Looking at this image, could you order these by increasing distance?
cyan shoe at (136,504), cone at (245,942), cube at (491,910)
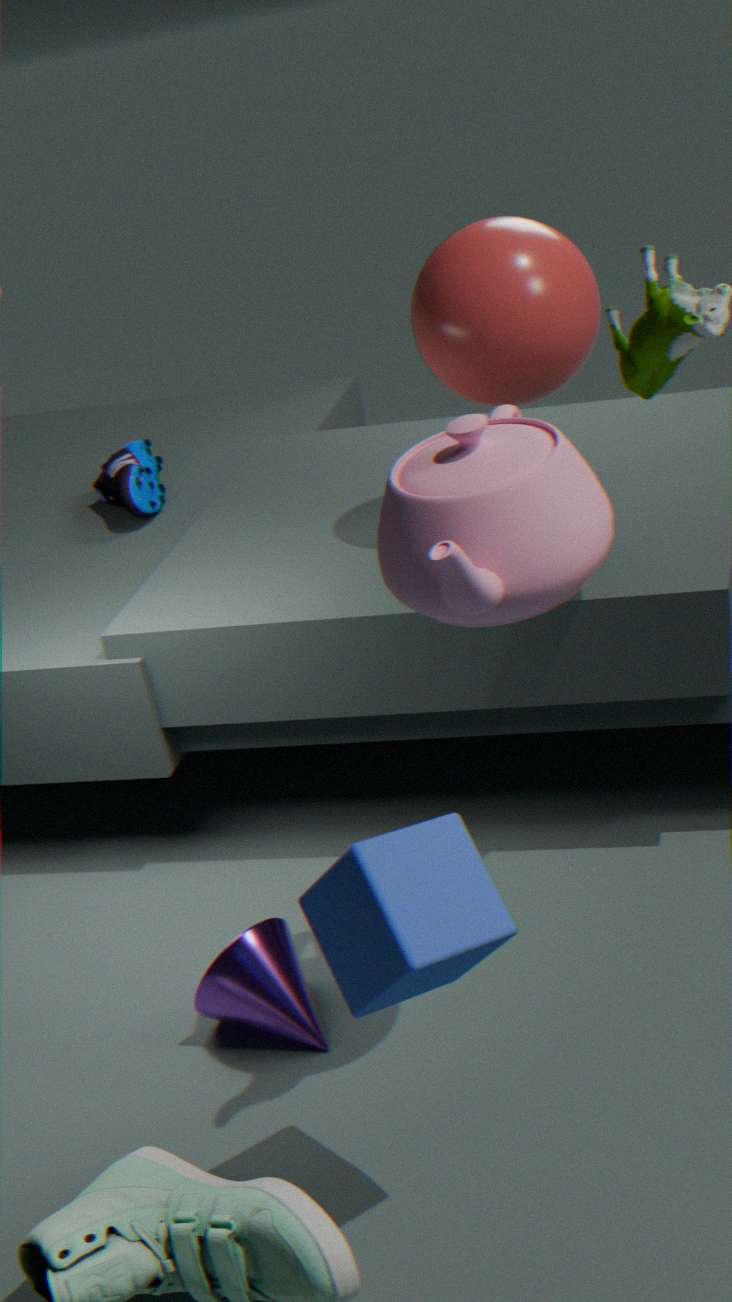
cube at (491,910)
cone at (245,942)
cyan shoe at (136,504)
